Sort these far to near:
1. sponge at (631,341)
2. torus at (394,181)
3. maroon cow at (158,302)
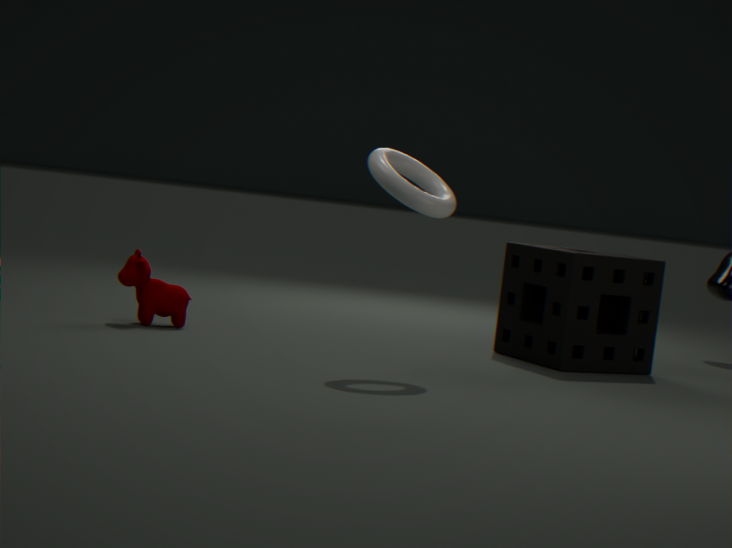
sponge at (631,341)
maroon cow at (158,302)
torus at (394,181)
